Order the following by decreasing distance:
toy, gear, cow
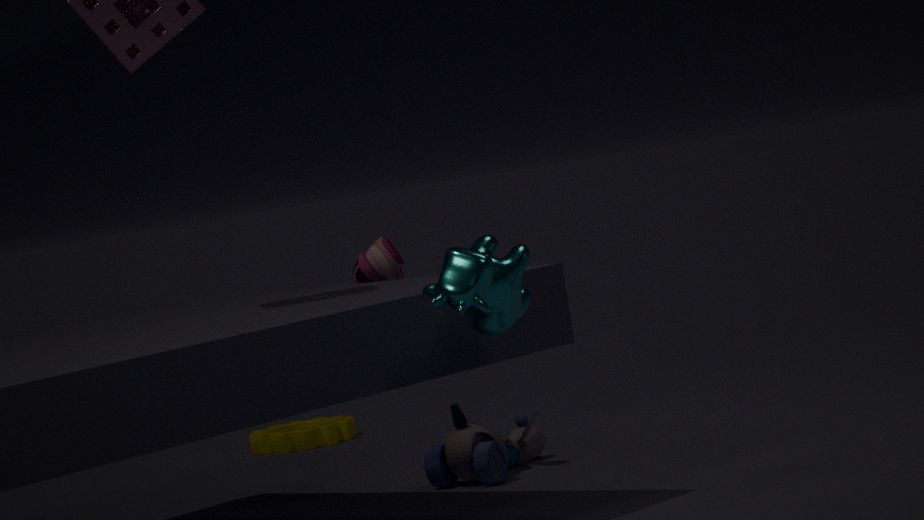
gear → toy → cow
